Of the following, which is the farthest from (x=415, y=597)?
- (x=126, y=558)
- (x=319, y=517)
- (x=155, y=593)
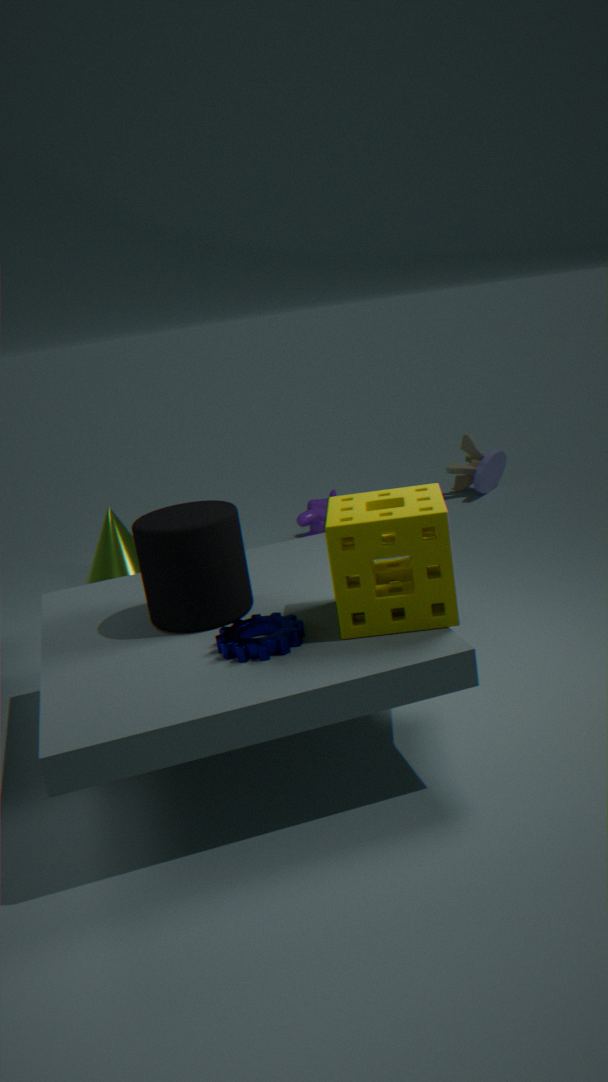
(x=126, y=558)
